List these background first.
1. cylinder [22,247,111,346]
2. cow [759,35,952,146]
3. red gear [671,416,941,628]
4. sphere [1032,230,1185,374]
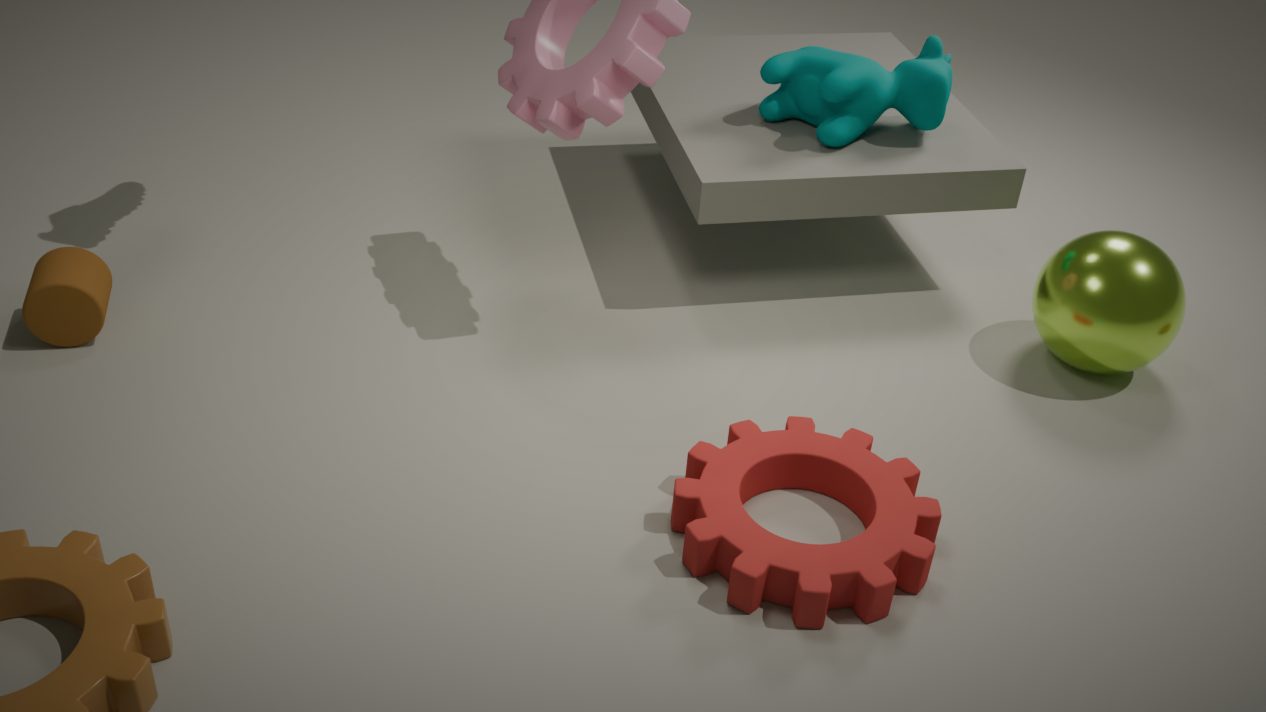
cow [759,35,952,146] < sphere [1032,230,1185,374] < cylinder [22,247,111,346] < red gear [671,416,941,628]
